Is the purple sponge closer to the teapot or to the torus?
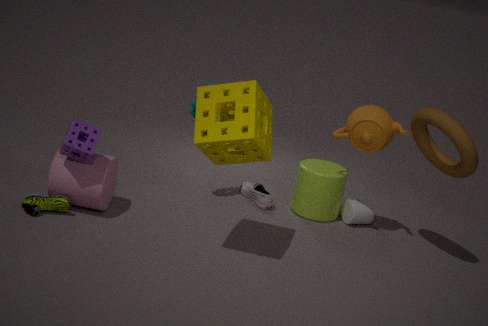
the teapot
